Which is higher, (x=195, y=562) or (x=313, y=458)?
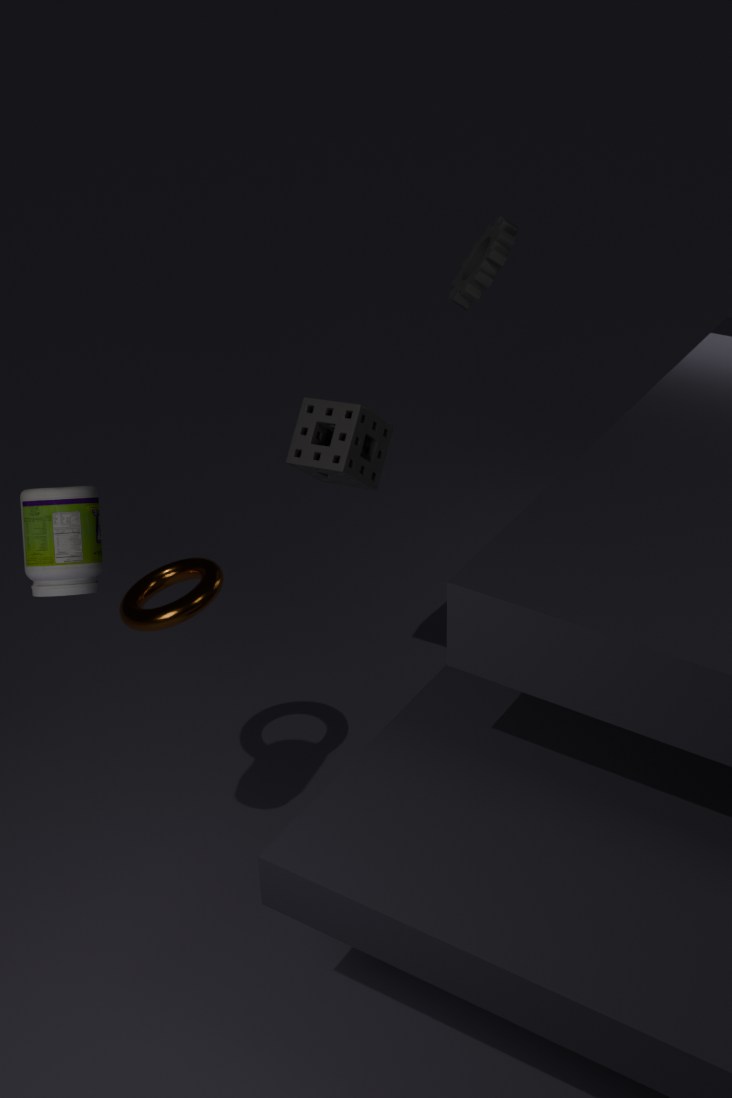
(x=313, y=458)
